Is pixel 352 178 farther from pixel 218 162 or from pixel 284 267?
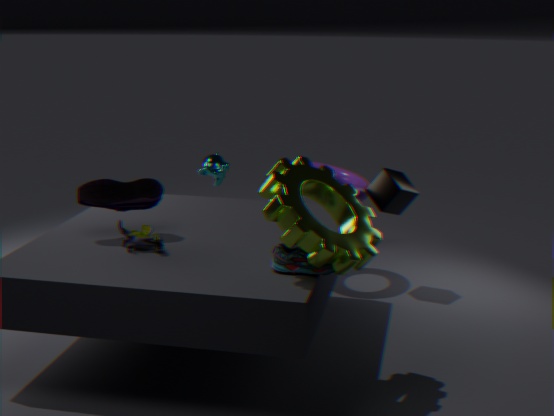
pixel 284 267
